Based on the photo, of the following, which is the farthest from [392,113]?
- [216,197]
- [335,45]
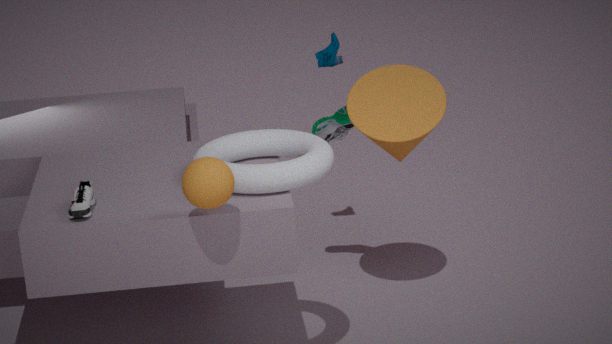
[216,197]
